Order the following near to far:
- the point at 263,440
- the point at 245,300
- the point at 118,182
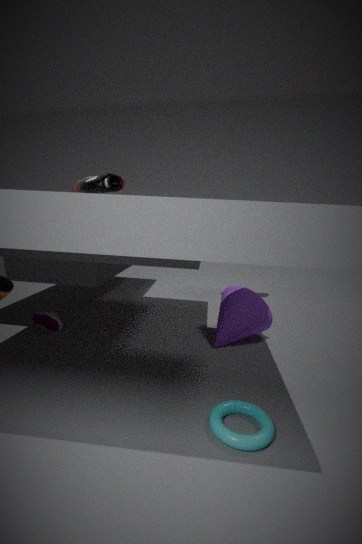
the point at 263,440 < the point at 118,182 < the point at 245,300
